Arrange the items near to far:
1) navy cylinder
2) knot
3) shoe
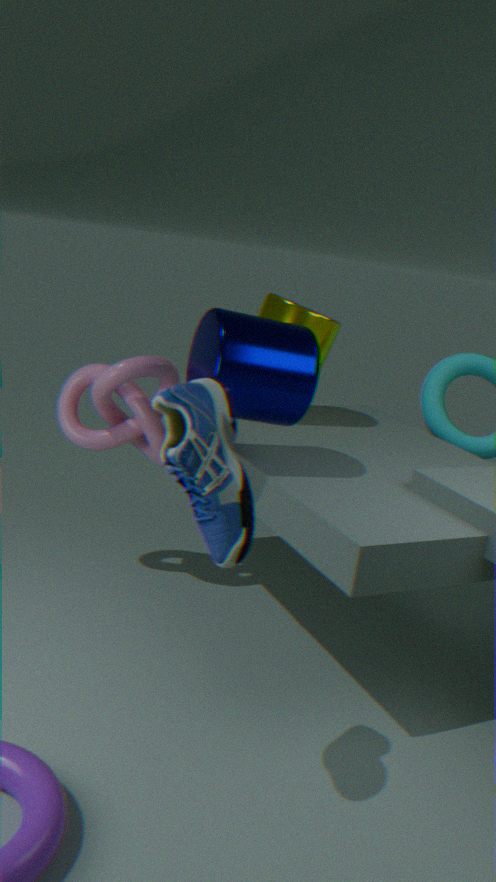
3. shoe → 1. navy cylinder → 2. knot
